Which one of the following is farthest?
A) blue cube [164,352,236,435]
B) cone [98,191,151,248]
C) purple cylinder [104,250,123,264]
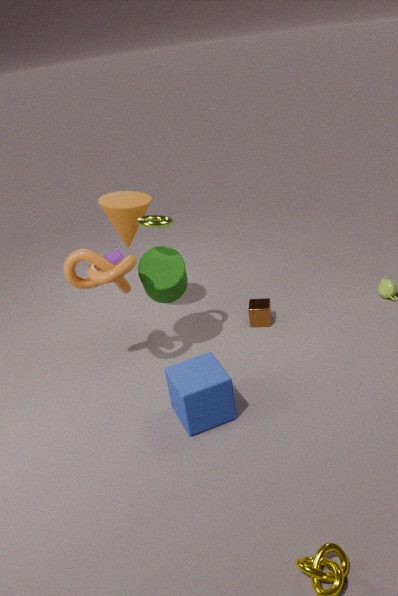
purple cylinder [104,250,123,264]
